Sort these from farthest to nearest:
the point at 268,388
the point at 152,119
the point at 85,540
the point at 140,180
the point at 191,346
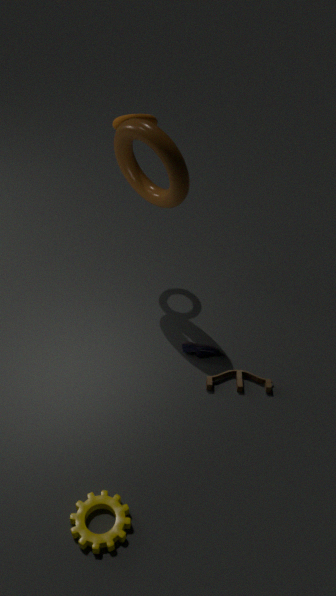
1. the point at 191,346
2. the point at 152,119
3. the point at 140,180
4. the point at 268,388
5. the point at 85,540
